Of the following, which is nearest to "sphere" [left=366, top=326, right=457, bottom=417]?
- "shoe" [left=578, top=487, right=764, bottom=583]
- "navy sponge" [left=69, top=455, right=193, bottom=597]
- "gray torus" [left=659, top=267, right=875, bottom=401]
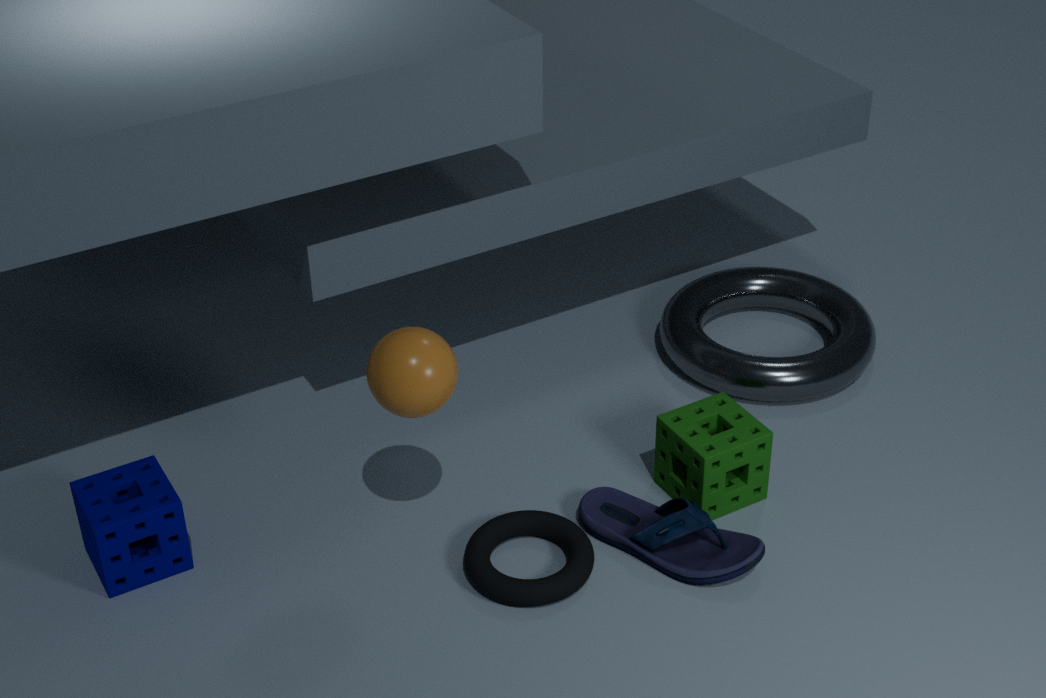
"shoe" [left=578, top=487, right=764, bottom=583]
